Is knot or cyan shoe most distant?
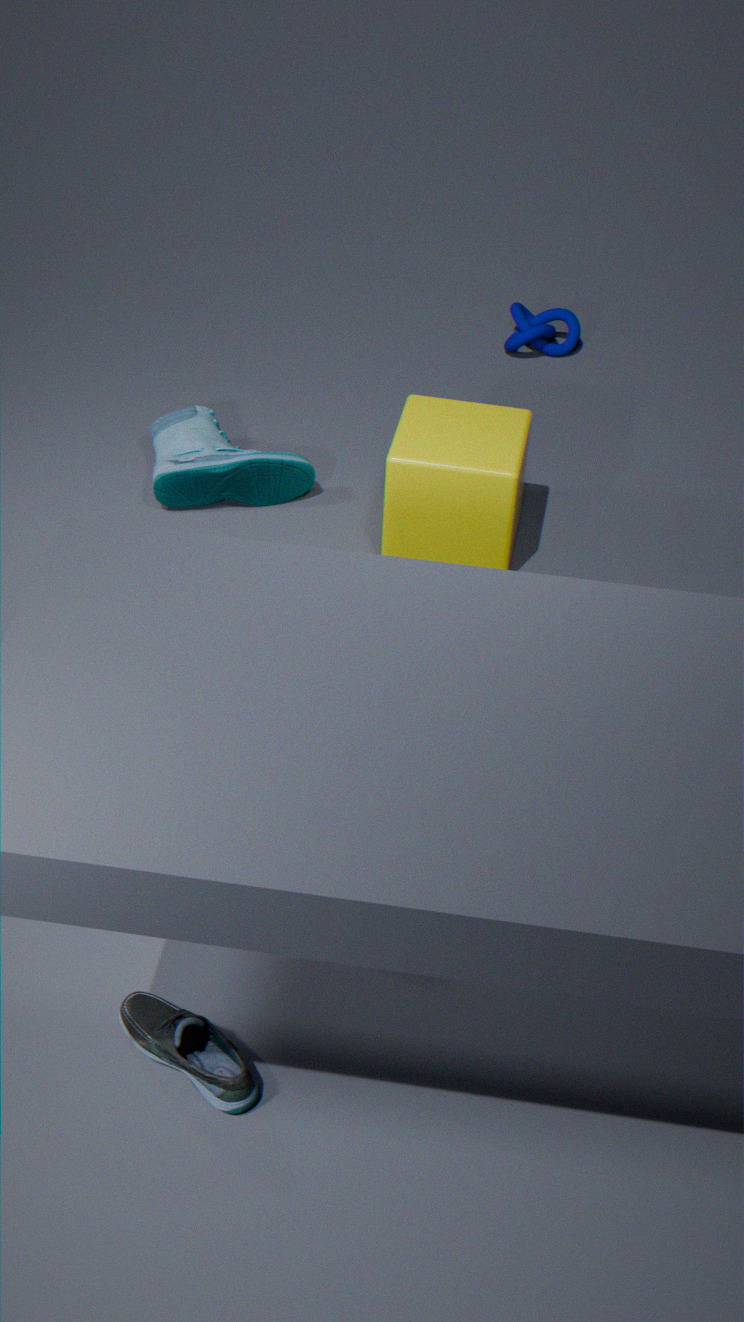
knot
